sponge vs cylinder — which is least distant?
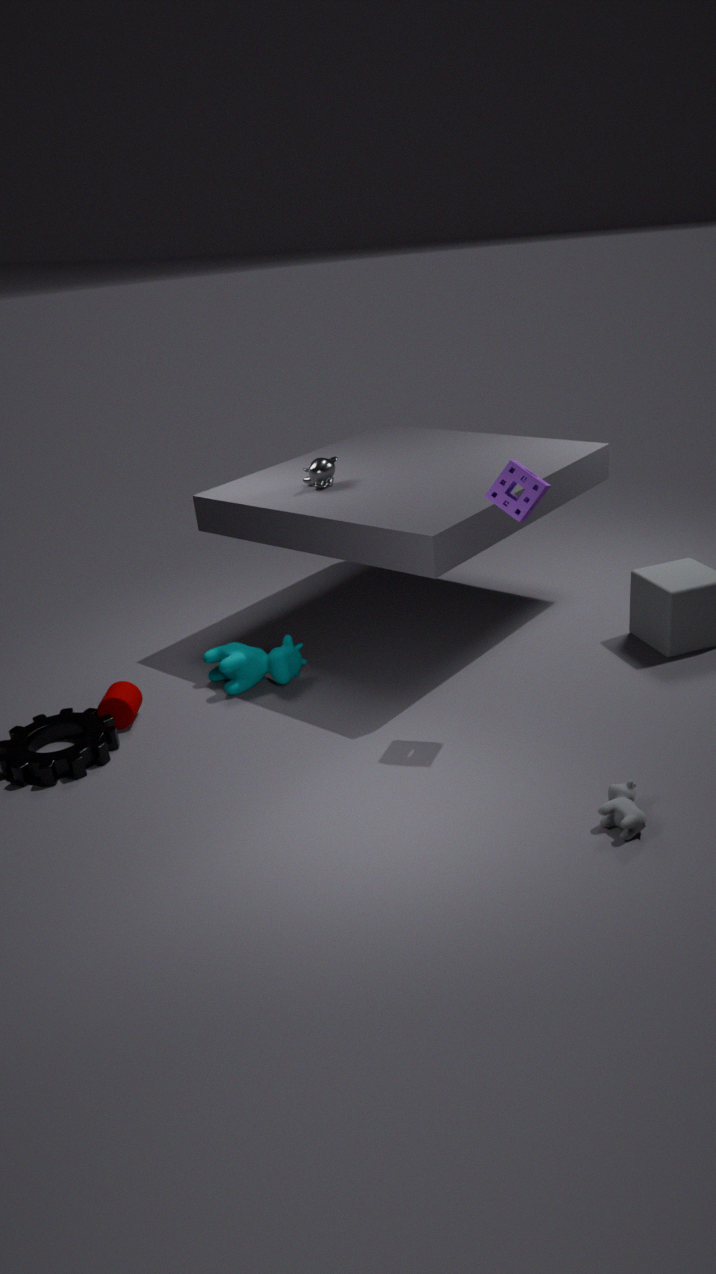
sponge
